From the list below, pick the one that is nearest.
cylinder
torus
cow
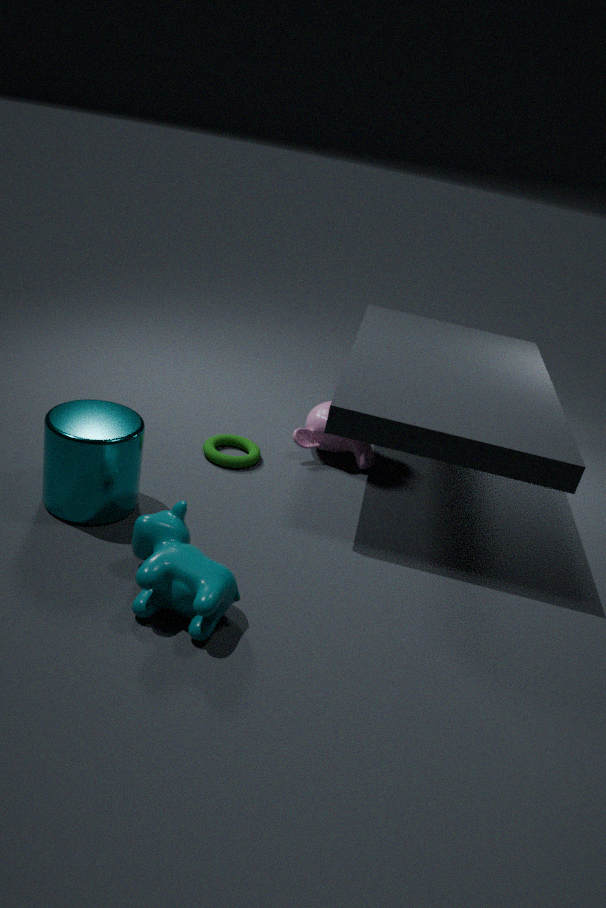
cow
